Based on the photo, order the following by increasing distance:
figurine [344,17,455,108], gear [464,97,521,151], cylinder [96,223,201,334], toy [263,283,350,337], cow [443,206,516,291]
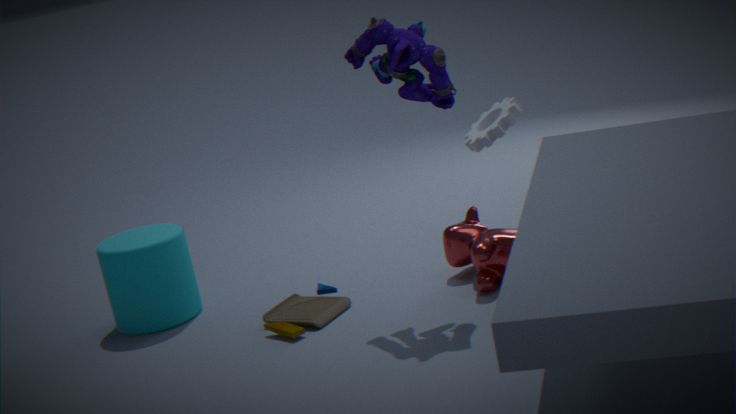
figurine [344,17,455,108] → cow [443,206,516,291] → toy [263,283,350,337] → cylinder [96,223,201,334] → gear [464,97,521,151]
